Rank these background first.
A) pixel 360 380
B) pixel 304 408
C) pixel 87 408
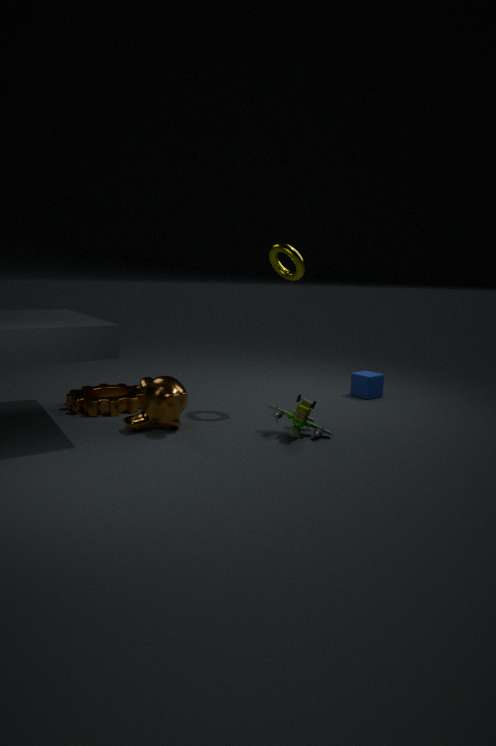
pixel 360 380, pixel 87 408, pixel 304 408
